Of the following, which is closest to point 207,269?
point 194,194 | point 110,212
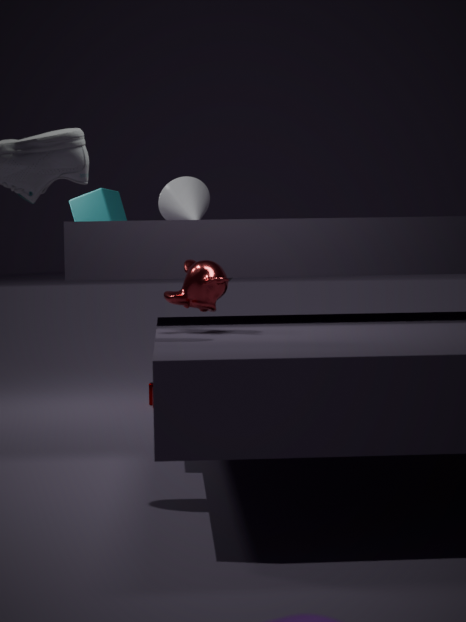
point 194,194
